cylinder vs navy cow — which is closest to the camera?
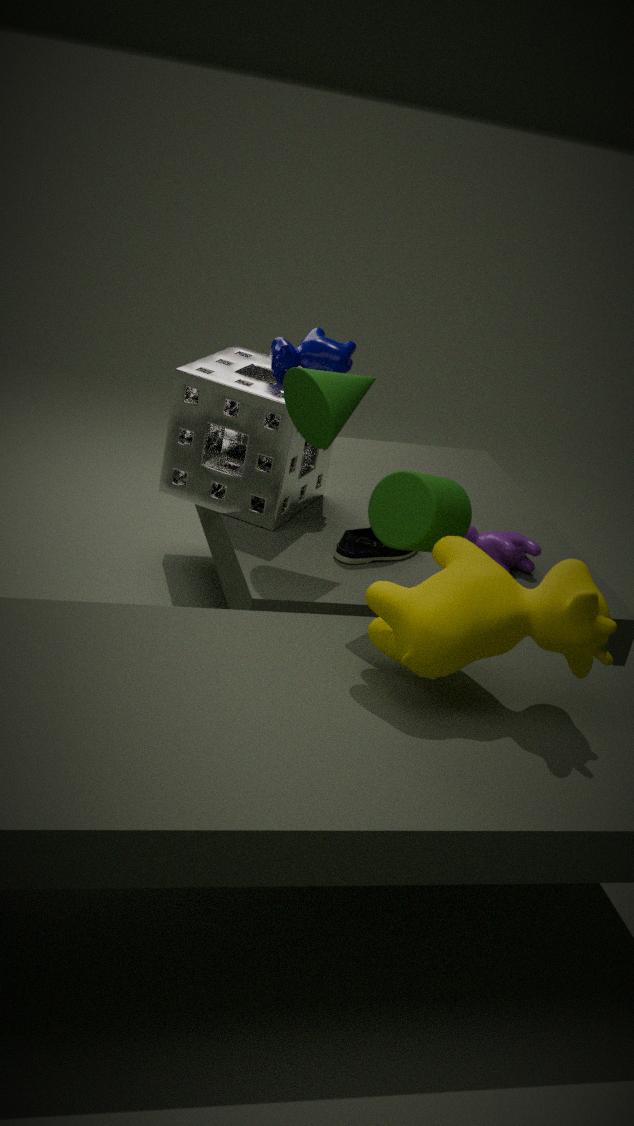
cylinder
